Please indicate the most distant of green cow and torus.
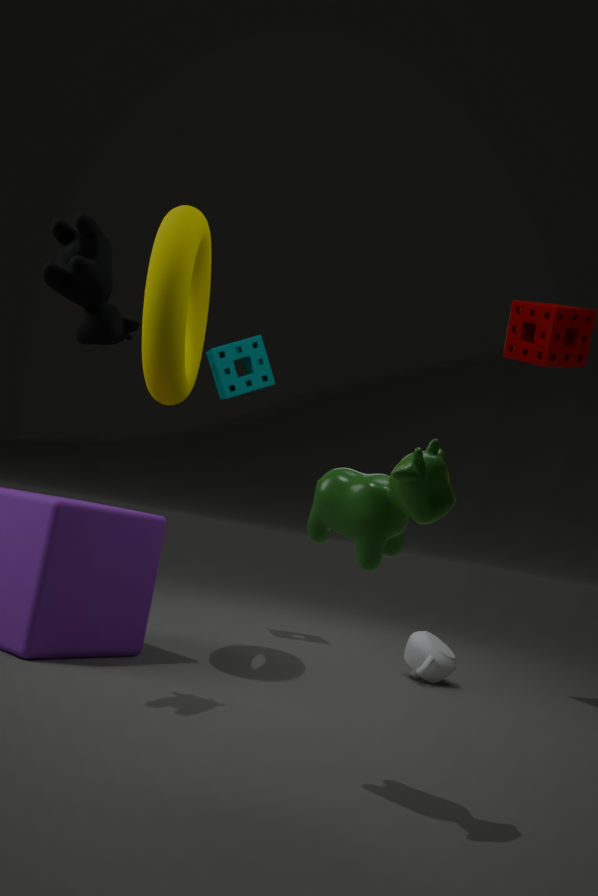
torus
